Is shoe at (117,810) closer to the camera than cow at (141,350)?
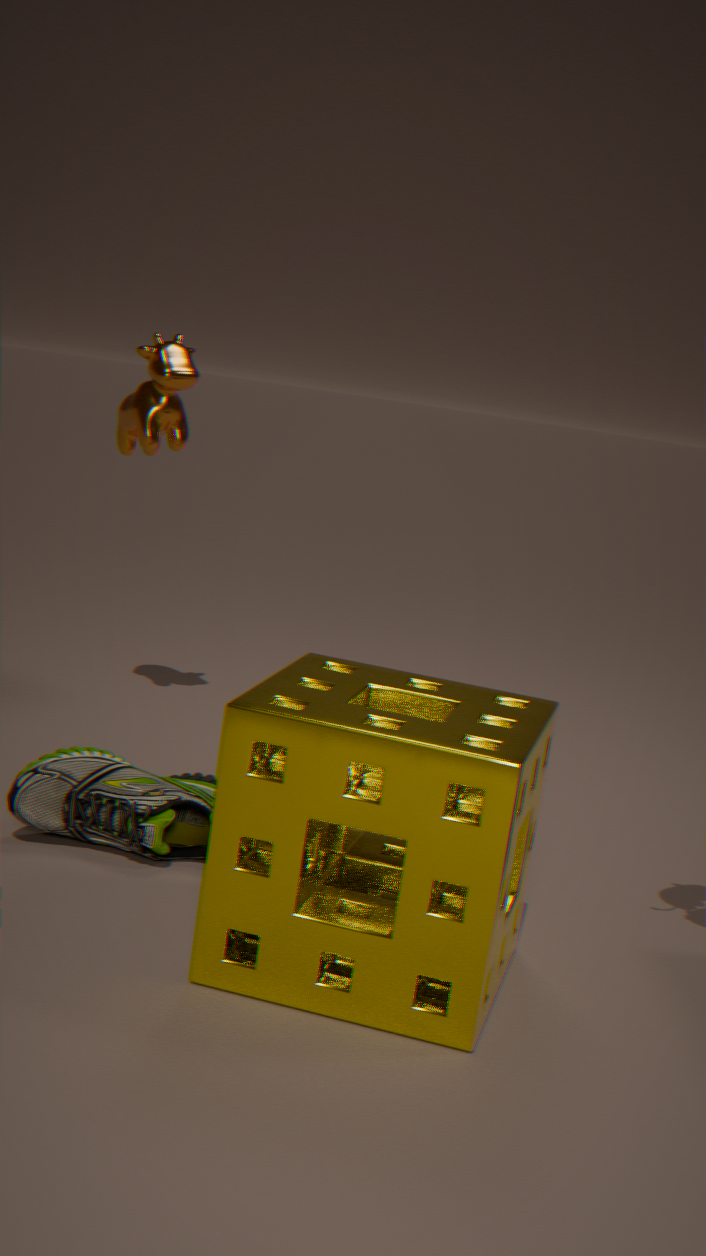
Yes
